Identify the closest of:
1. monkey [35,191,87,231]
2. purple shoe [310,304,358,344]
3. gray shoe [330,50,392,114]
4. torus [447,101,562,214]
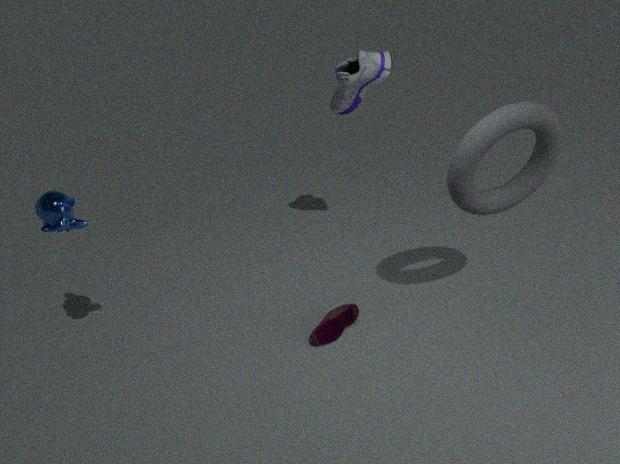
monkey [35,191,87,231]
